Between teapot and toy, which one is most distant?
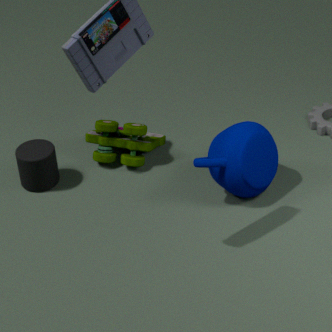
toy
